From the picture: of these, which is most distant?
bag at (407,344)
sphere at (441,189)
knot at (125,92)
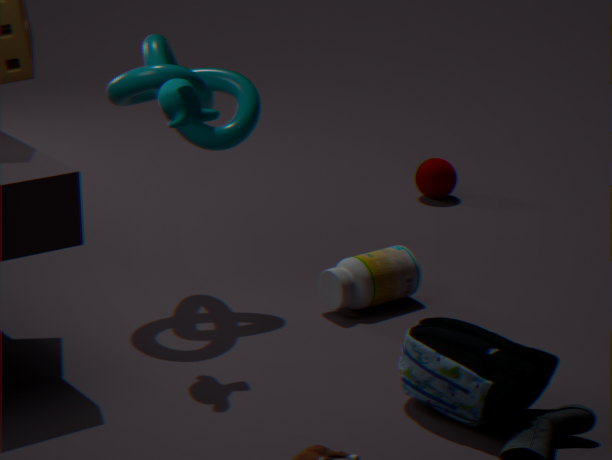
sphere at (441,189)
